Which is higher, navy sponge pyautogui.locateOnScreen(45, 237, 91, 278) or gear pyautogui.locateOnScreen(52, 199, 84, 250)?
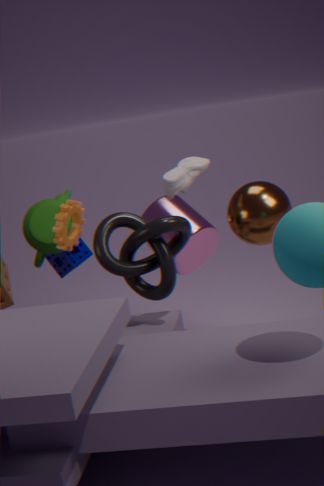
gear pyautogui.locateOnScreen(52, 199, 84, 250)
